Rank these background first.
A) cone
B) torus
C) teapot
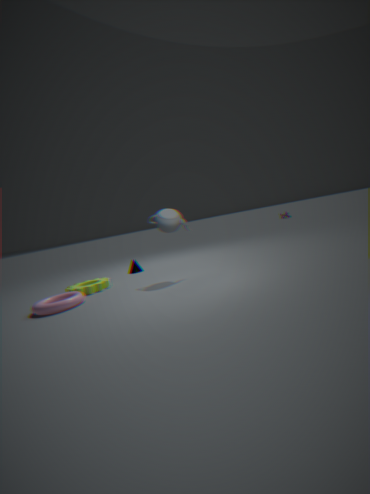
cone, teapot, torus
